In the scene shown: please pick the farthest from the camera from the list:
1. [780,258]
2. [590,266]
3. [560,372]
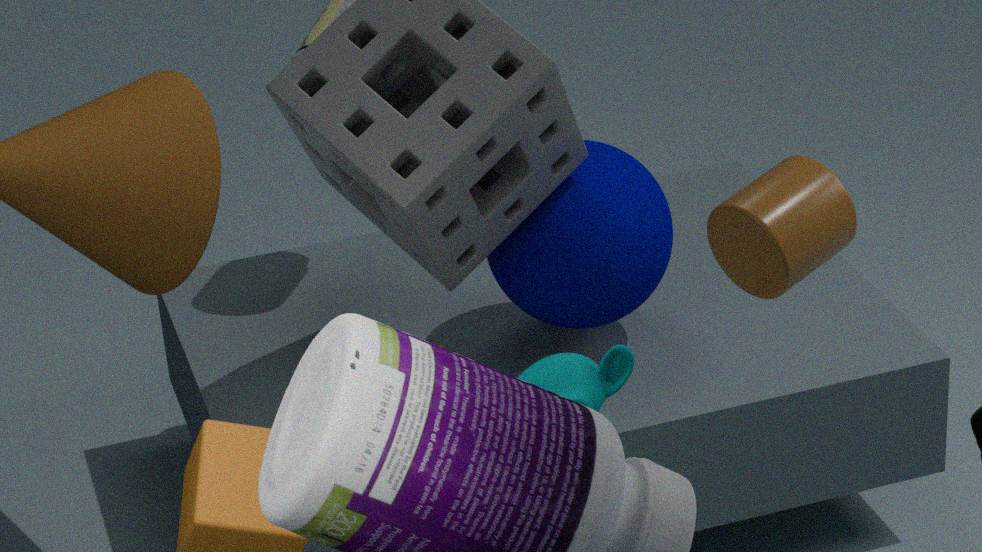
[590,266]
